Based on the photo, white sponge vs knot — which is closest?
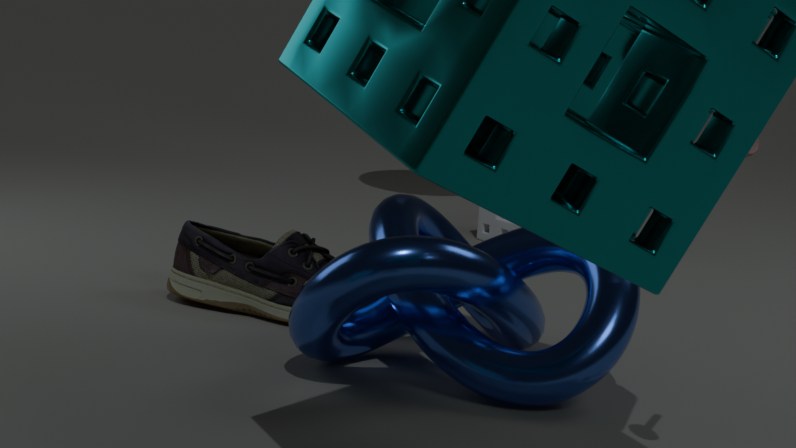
knot
